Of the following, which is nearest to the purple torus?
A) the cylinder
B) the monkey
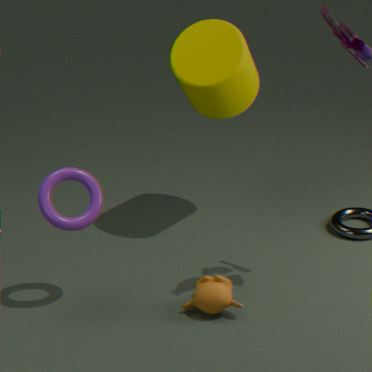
the monkey
